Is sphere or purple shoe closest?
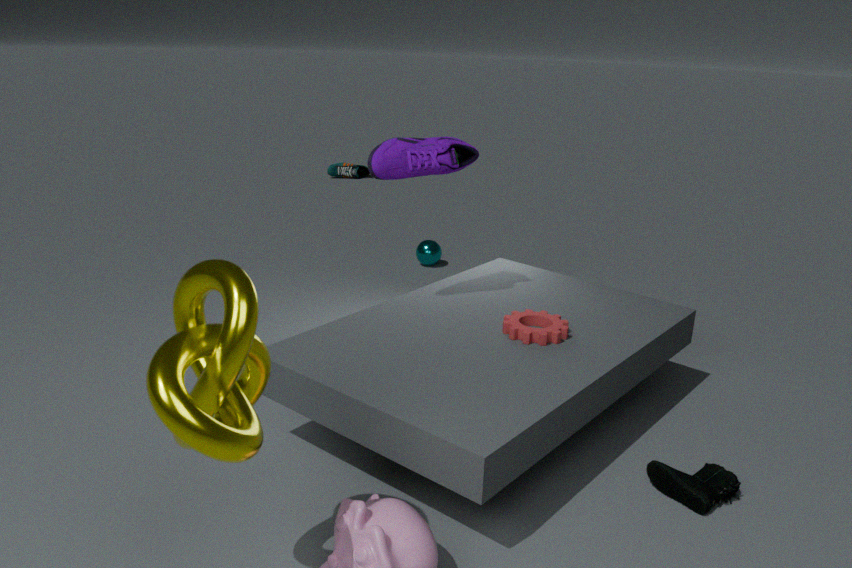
purple shoe
